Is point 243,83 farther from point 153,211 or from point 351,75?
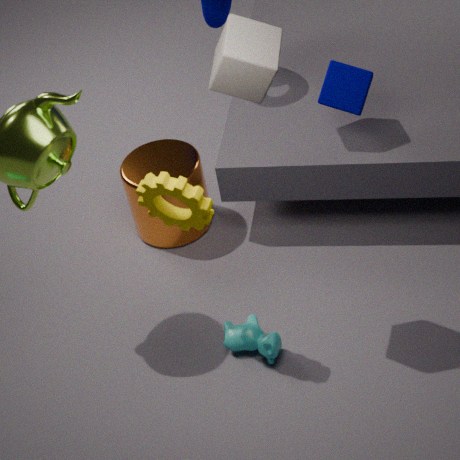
point 351,75
